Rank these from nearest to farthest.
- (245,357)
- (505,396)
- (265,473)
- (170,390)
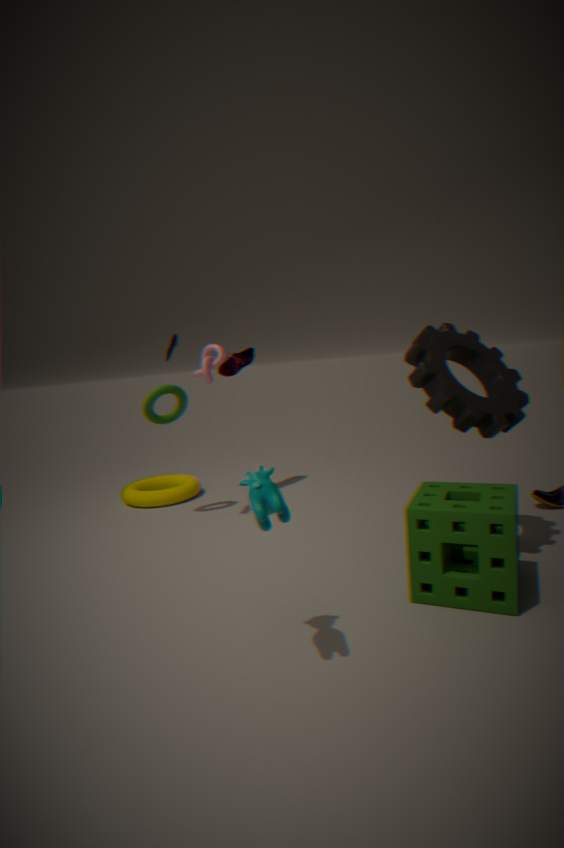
(265,473), (505,396), (170,390), (245,357)
